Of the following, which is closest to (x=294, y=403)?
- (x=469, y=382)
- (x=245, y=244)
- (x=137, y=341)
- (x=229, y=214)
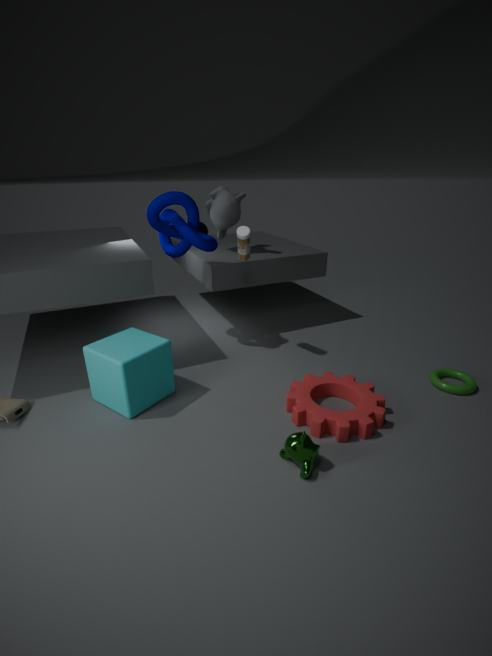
(x=469, y=382)
